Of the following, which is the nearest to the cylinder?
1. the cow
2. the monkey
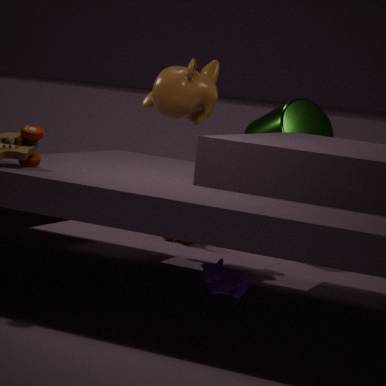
the monkey
